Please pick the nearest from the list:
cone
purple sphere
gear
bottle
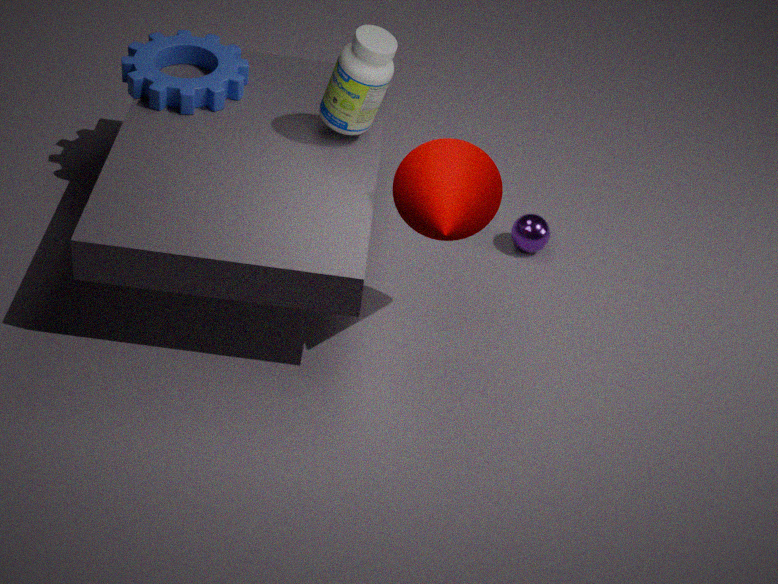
cone
